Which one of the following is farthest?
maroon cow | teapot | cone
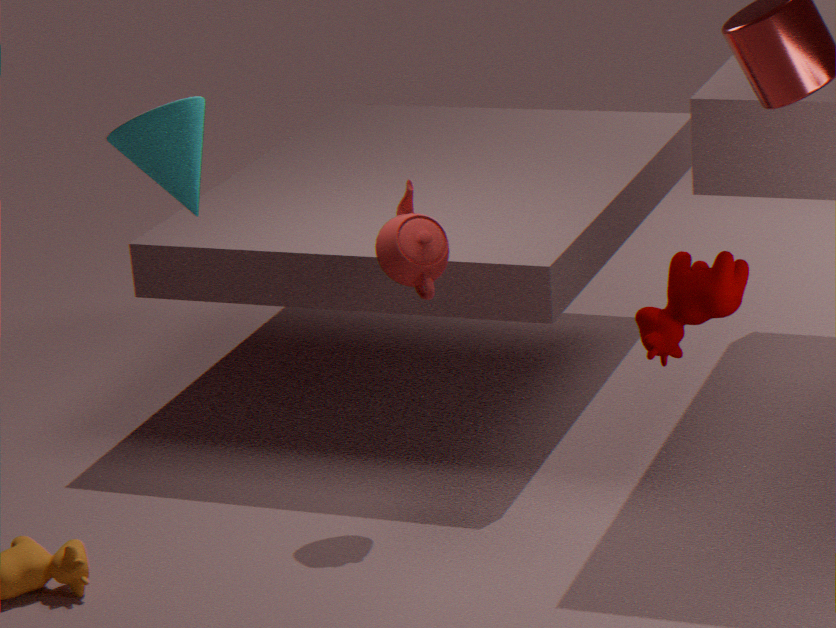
teapot
